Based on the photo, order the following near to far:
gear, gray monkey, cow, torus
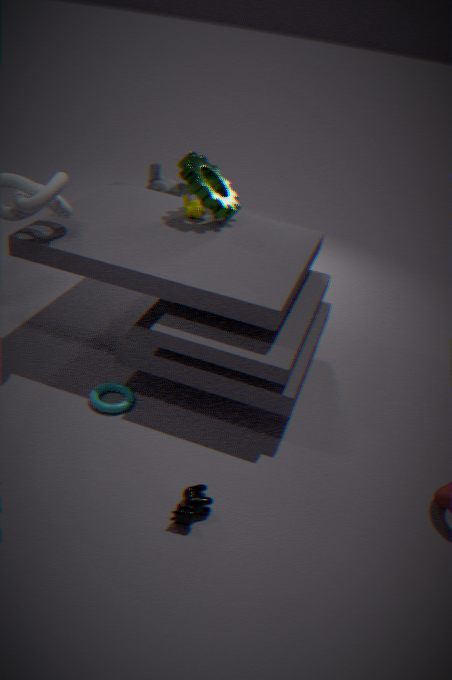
cow → torus → gear → gray monkey
